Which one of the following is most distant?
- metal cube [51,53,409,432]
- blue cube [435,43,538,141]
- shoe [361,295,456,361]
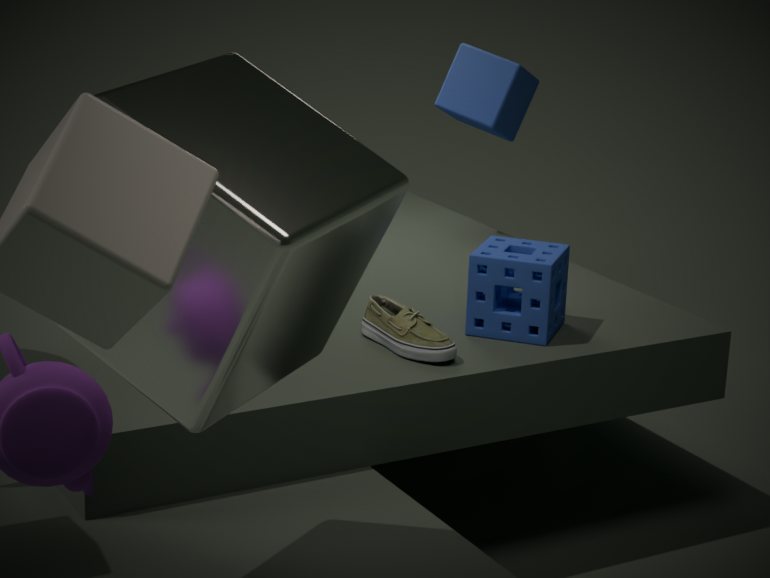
blue cube [435,43,538,141]
